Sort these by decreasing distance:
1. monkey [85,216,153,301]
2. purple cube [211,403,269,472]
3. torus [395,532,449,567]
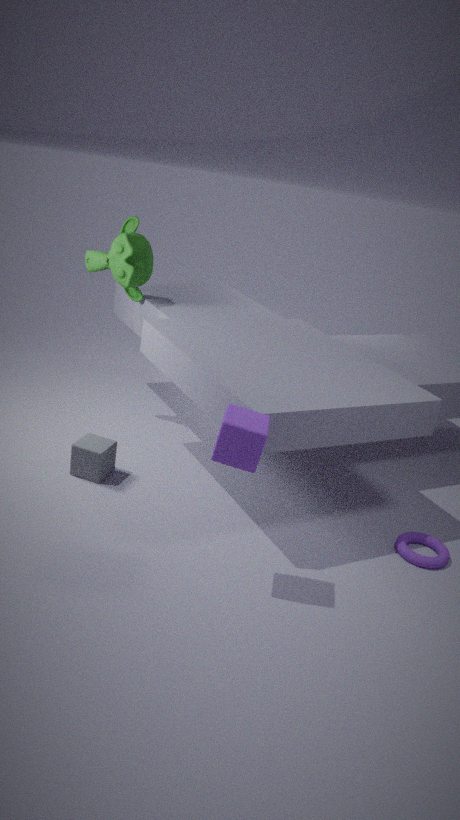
1. monkey [85,216,153,301]
2. torus [395,532,449,567]
3. purple cube [211,403,269,472]
